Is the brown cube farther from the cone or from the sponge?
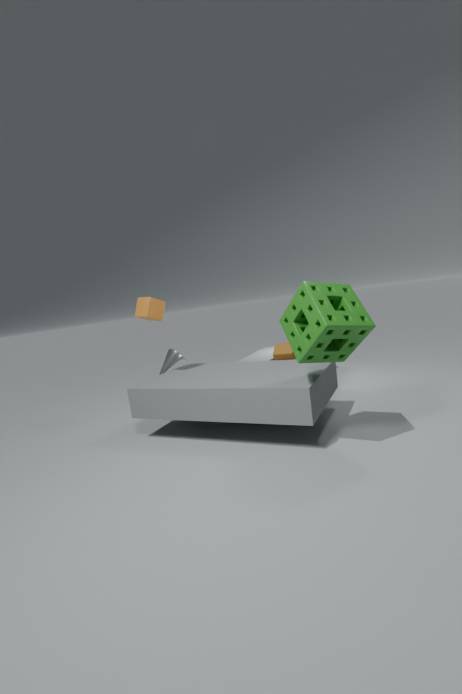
the cone
